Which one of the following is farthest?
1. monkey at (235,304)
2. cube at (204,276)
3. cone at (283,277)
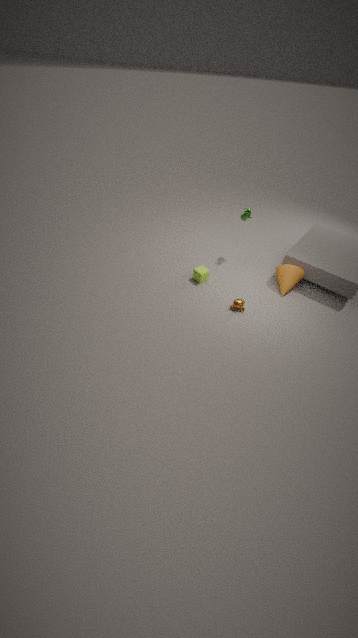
cube at (204,276)
